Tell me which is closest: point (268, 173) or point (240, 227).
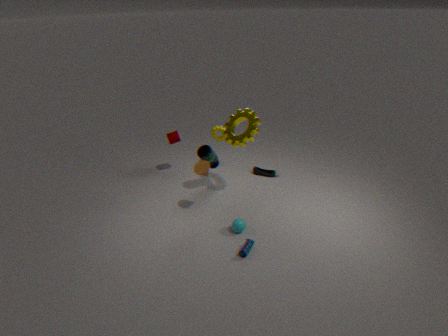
point (240, 227)
